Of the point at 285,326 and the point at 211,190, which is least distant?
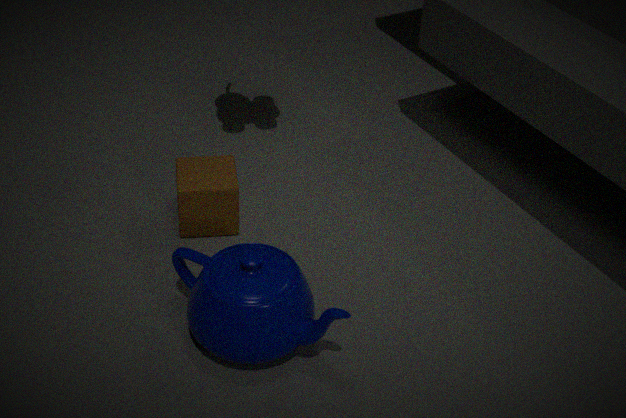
the point at 285,326
